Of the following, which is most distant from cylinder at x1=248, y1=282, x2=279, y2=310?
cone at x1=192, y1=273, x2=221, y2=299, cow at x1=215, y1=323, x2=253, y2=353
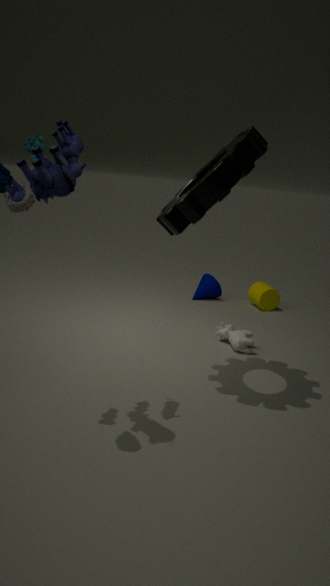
cow at x1=215, y1=323, x2=253, y2=353
